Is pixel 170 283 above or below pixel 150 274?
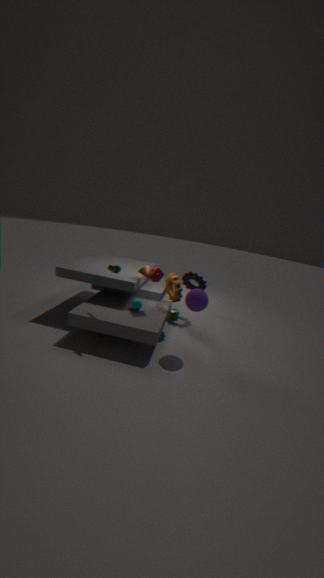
below
